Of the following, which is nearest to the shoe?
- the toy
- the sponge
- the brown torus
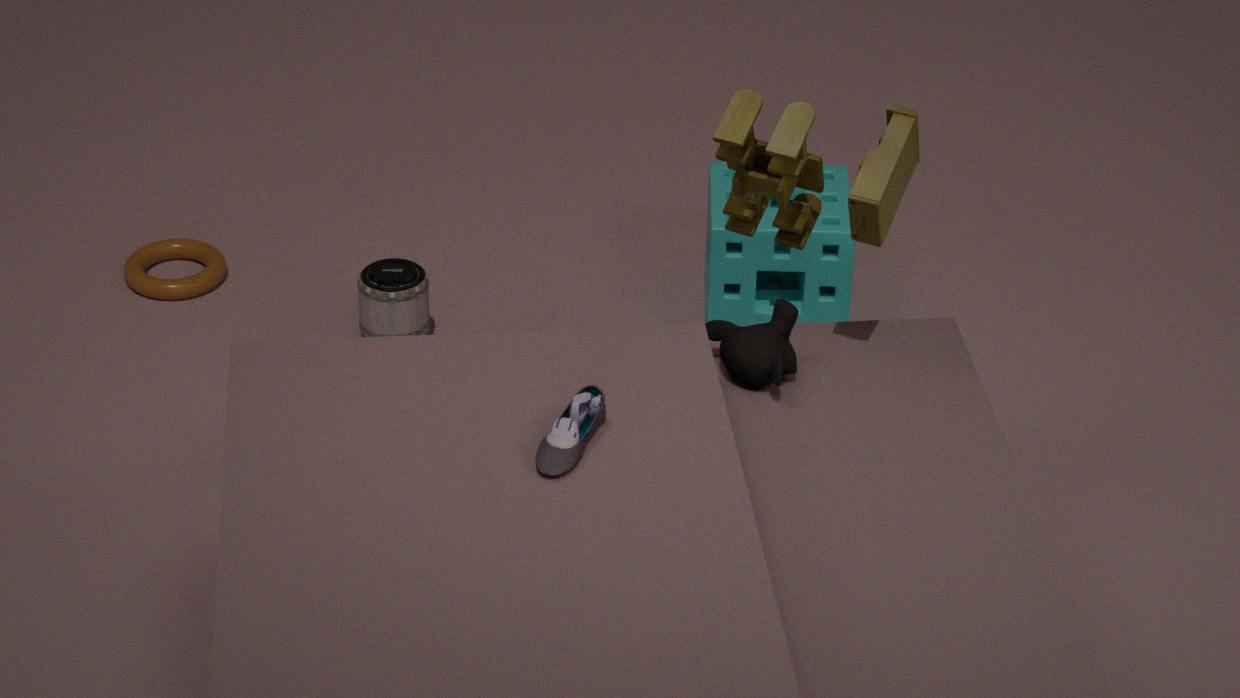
the toy
